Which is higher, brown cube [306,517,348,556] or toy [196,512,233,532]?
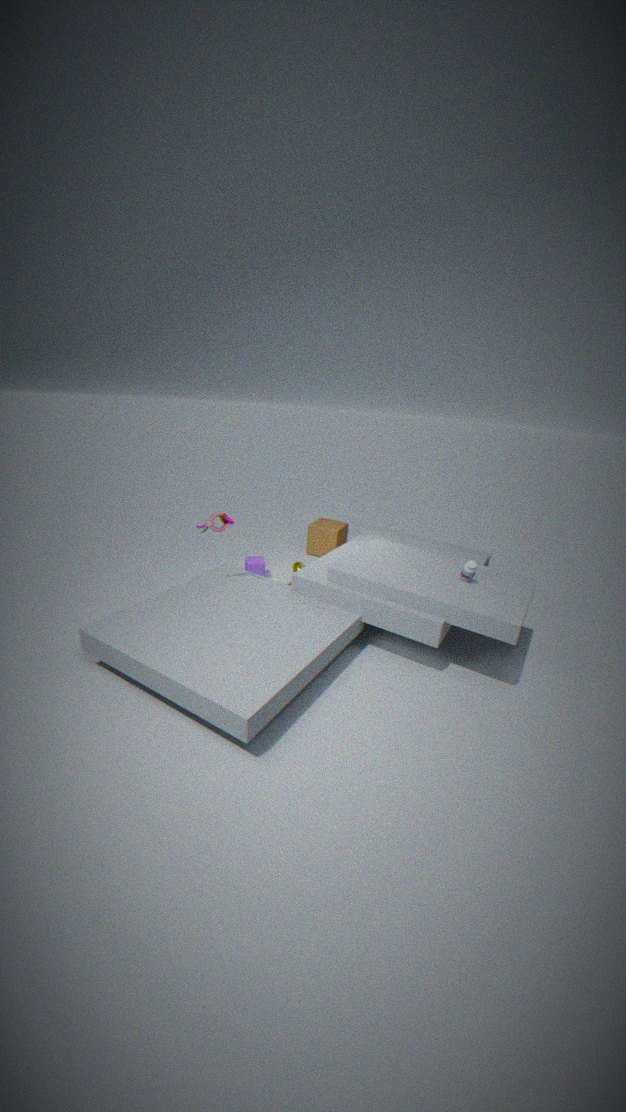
toy [196,512,233,532]
